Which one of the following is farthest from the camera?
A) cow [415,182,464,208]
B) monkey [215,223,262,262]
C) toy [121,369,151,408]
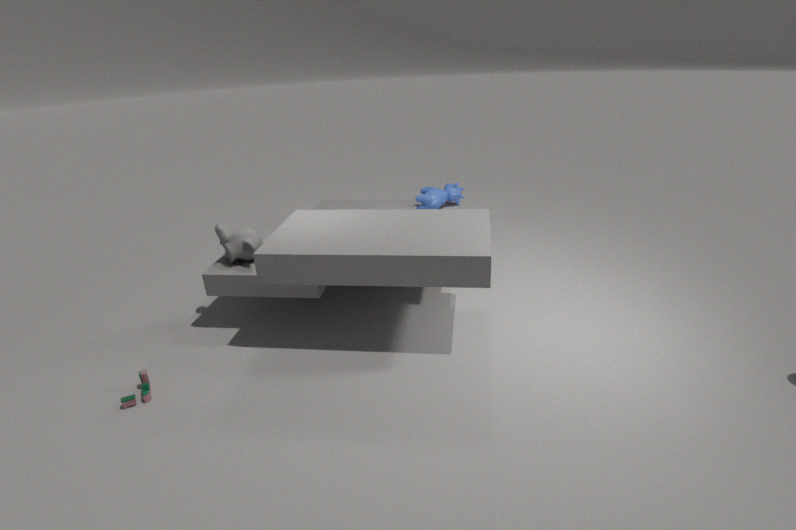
cow [415,182,464,208]
